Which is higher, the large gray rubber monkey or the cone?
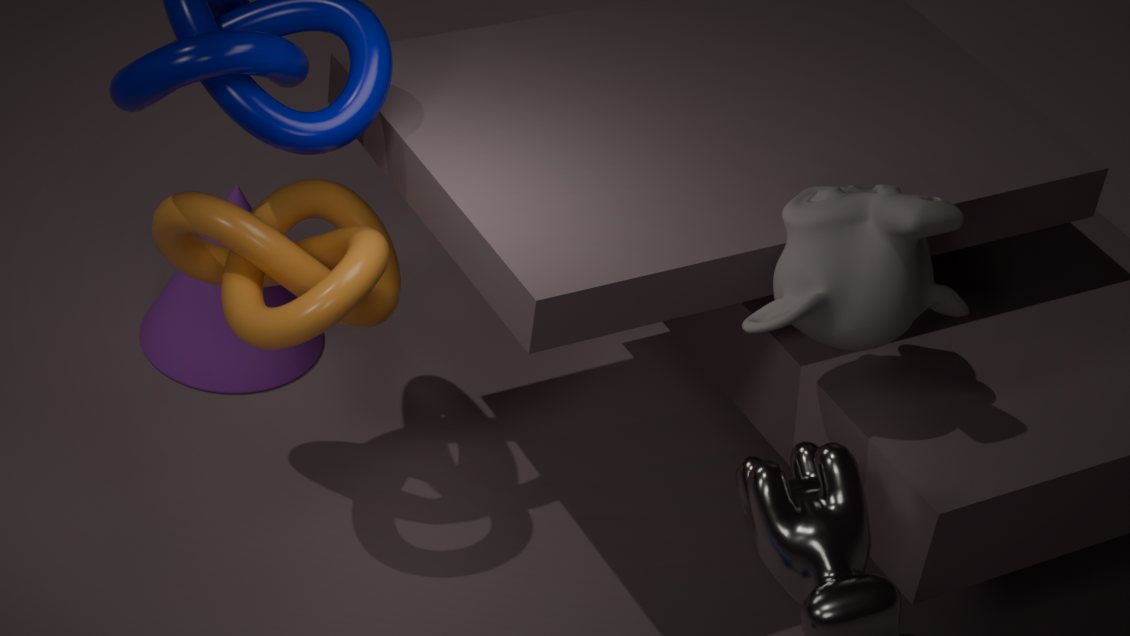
the large gray rubber monkey
